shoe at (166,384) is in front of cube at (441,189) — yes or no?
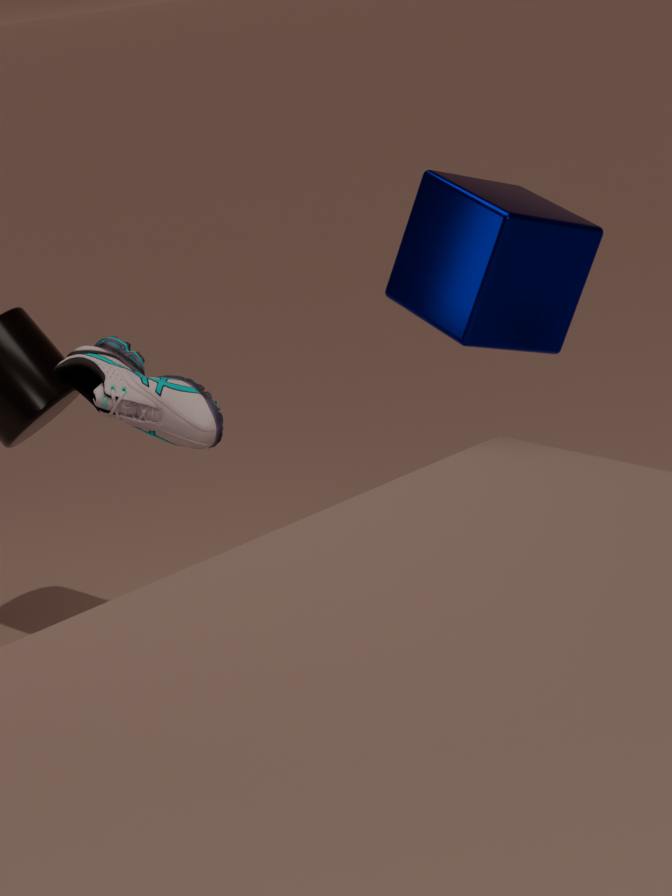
No
